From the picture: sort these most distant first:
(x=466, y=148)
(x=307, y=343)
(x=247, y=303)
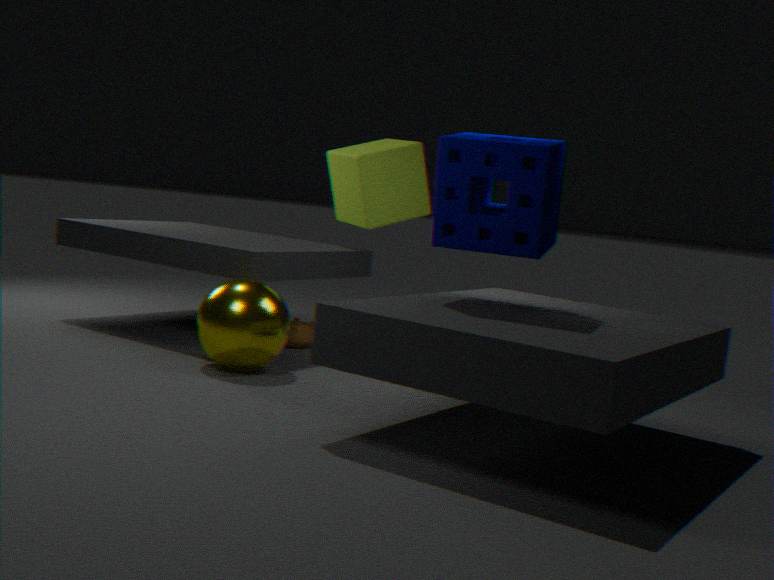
(x=307, y=343)
(x=247, y=303)
(x=466, y=148)
